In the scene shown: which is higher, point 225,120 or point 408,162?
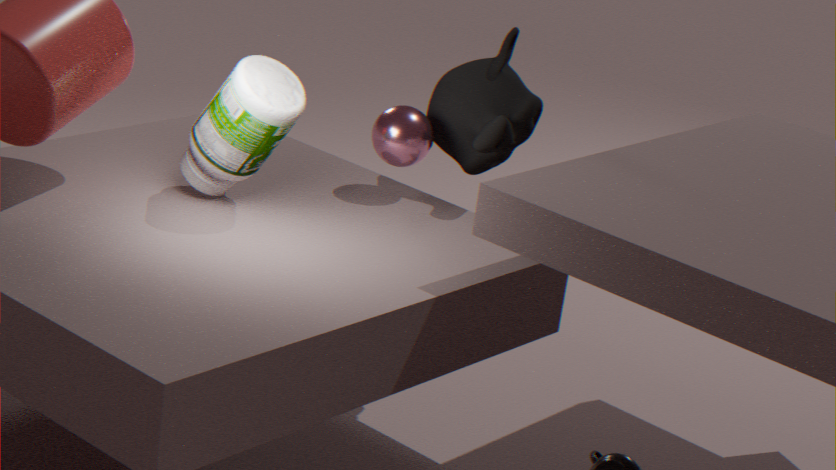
point 225,120
